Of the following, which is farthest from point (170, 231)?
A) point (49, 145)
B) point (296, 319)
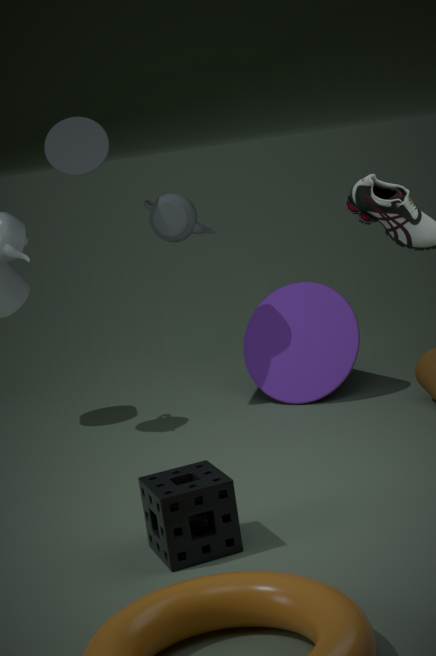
point (296, 319)
